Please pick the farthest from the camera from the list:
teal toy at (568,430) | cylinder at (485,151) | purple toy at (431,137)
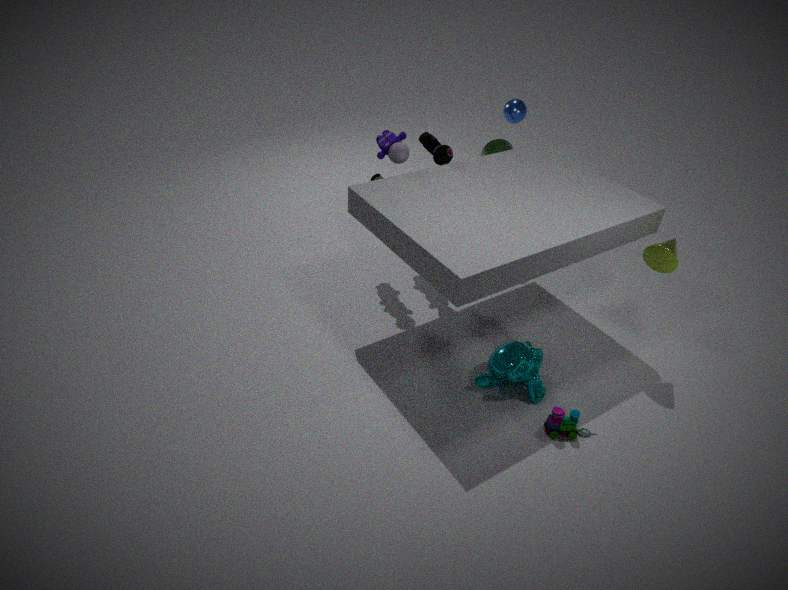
cylinder at (485,151)
